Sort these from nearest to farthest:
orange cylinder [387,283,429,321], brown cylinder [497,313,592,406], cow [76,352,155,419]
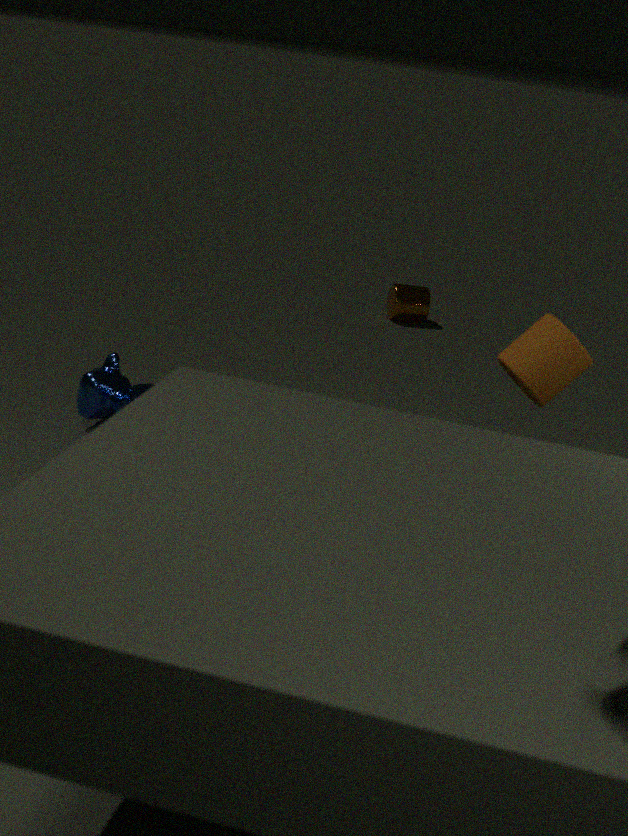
brown cylinder [497,313,592,406]
cow [76,352,155,419]
orange cylinder [387,283,429,321]
